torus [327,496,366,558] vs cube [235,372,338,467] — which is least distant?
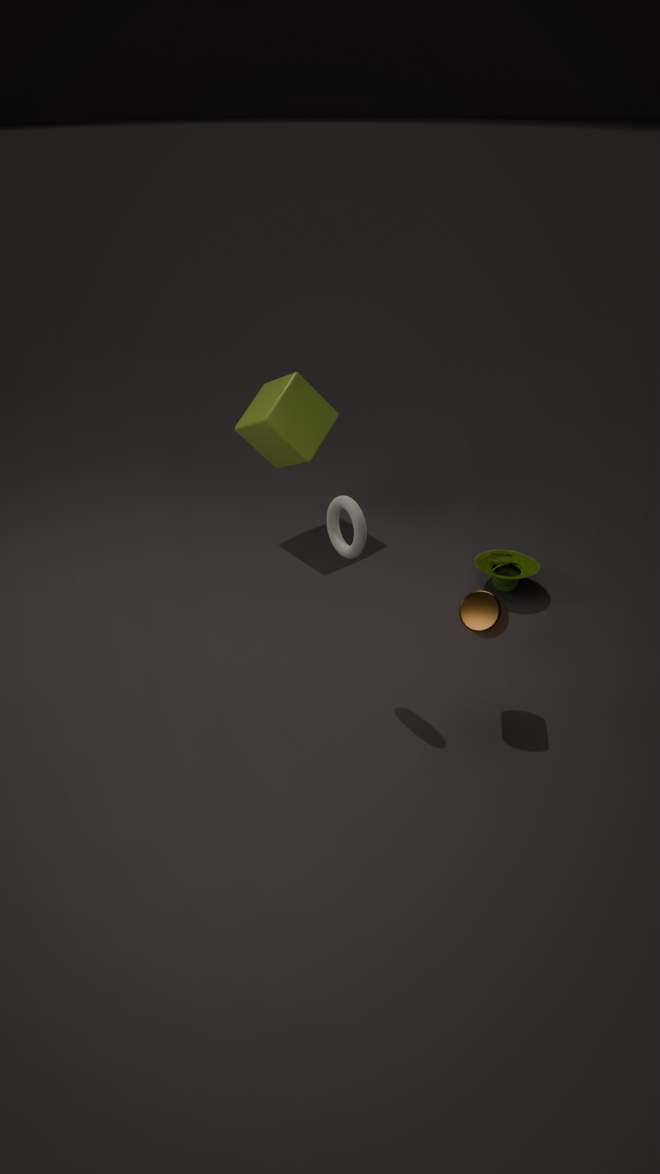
torus [327,496,366,558]
